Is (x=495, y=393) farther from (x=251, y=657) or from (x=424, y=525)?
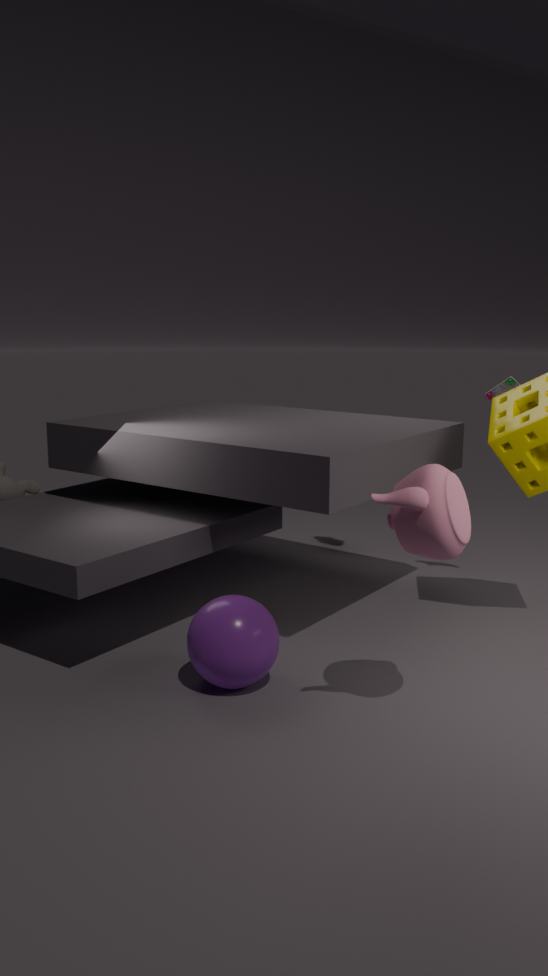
(x=251, y=657)
